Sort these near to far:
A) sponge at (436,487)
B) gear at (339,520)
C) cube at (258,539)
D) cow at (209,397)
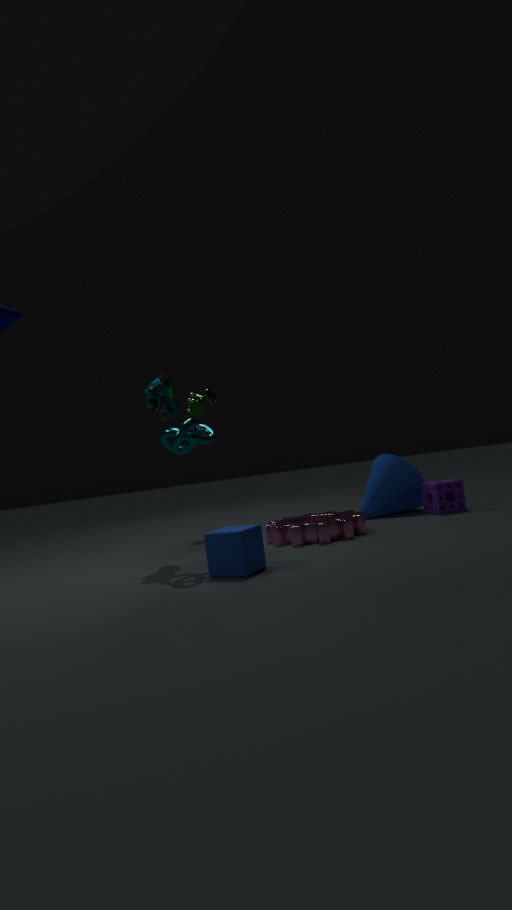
cube at (258,539) → gear at (339,520) → sponge at (436,487) → cow at (209,397)
